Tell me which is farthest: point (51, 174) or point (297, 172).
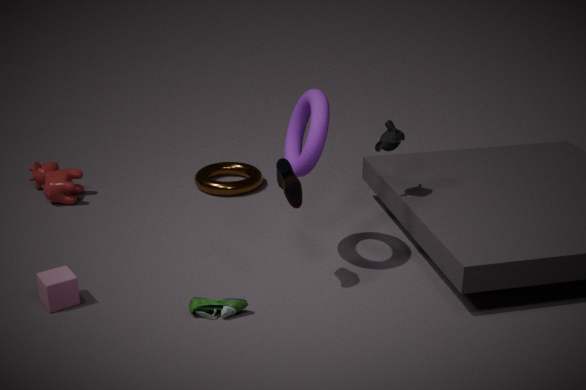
point (51, 174)
